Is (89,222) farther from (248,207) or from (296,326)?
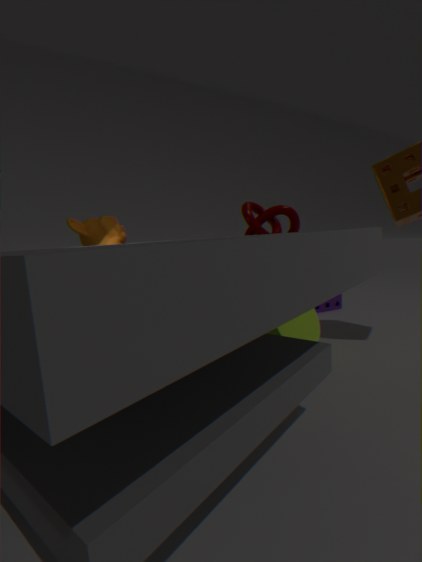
(296,326)
